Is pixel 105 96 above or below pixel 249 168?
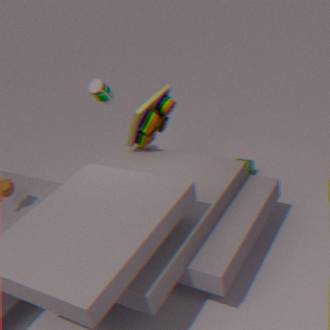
above
